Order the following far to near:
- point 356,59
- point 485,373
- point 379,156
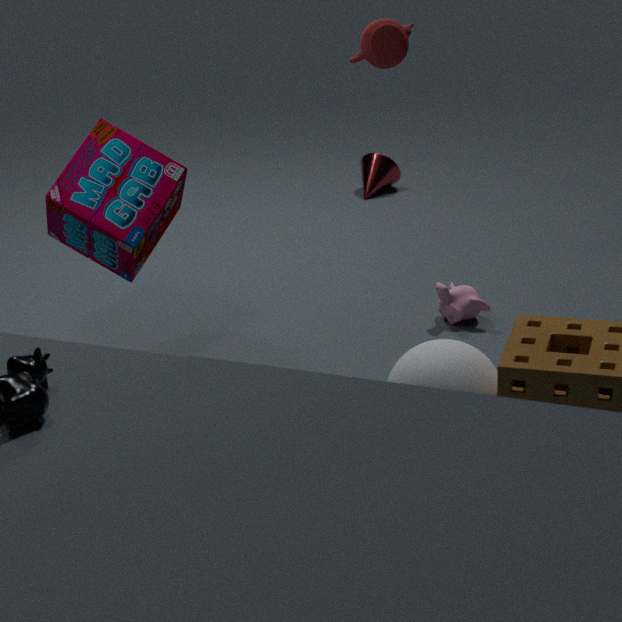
point 379,156, point 356,59, point 485,373
